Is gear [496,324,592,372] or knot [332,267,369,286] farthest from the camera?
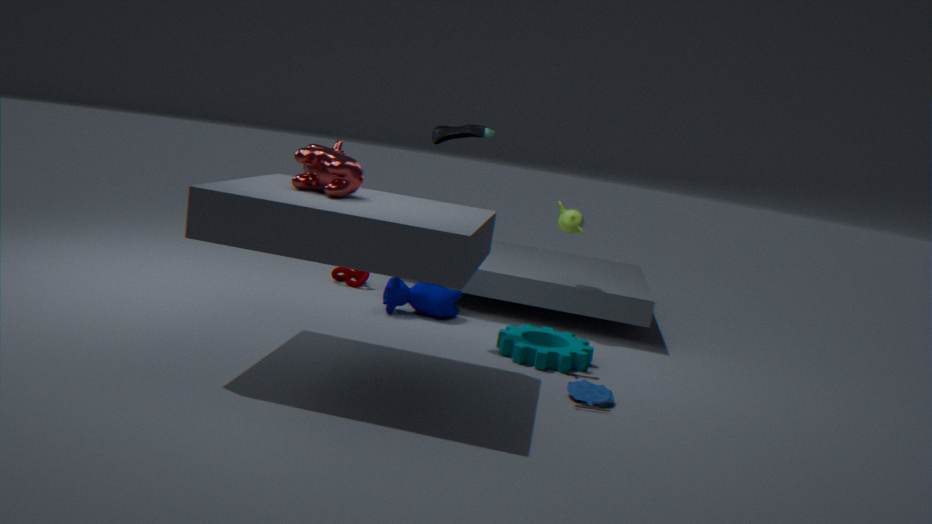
knot [332,267,369,286]
